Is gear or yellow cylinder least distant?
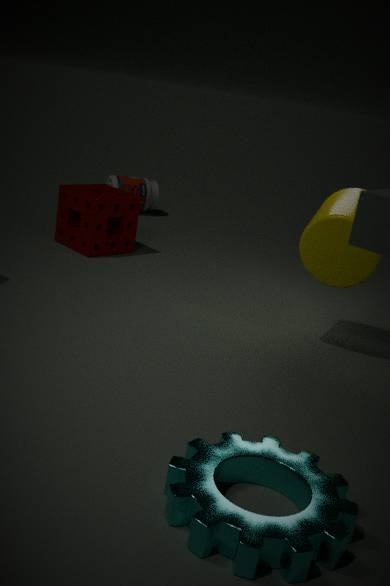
gear
